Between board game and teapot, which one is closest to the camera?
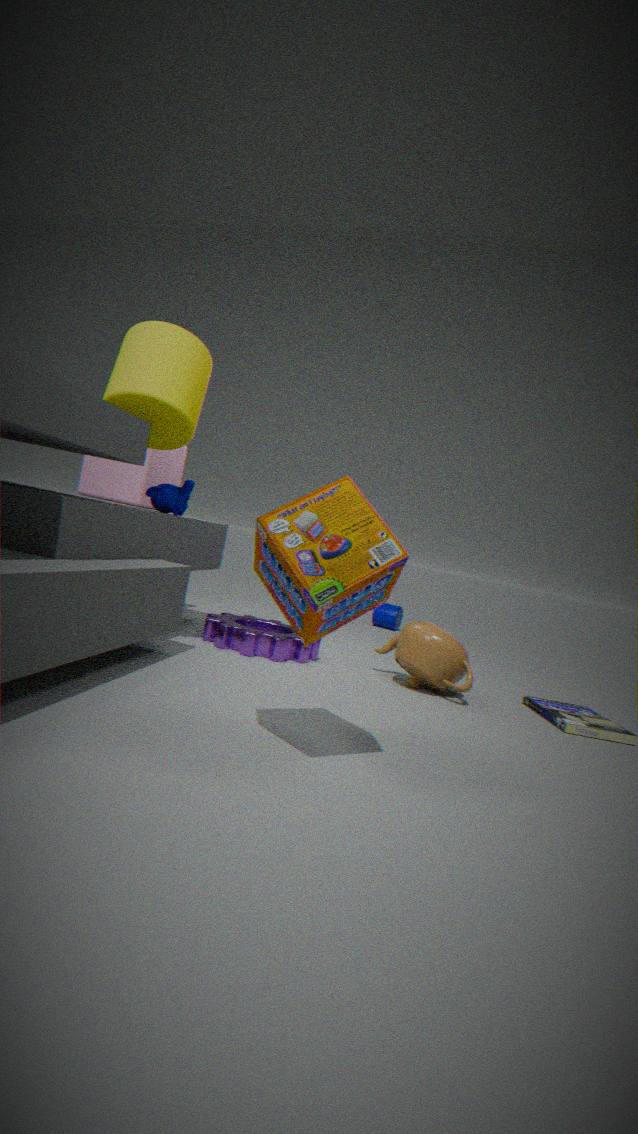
board game
